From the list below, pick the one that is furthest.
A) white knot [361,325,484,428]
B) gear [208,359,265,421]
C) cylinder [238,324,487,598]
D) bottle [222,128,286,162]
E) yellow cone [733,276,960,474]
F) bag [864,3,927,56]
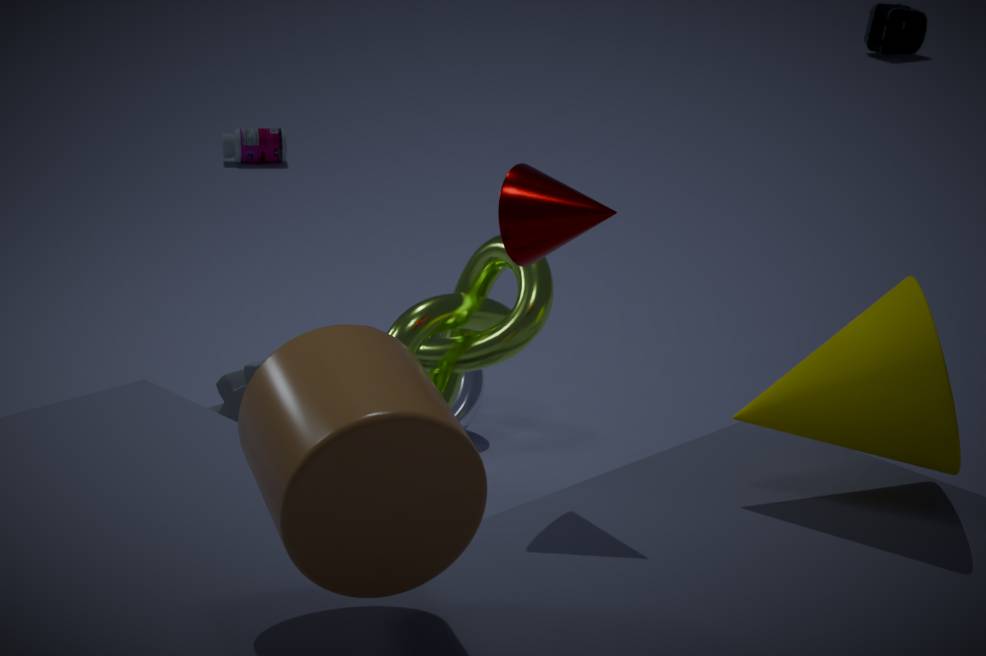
bag [864,3,927,56]
